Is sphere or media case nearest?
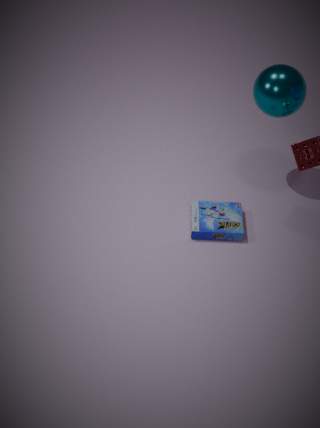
media case
